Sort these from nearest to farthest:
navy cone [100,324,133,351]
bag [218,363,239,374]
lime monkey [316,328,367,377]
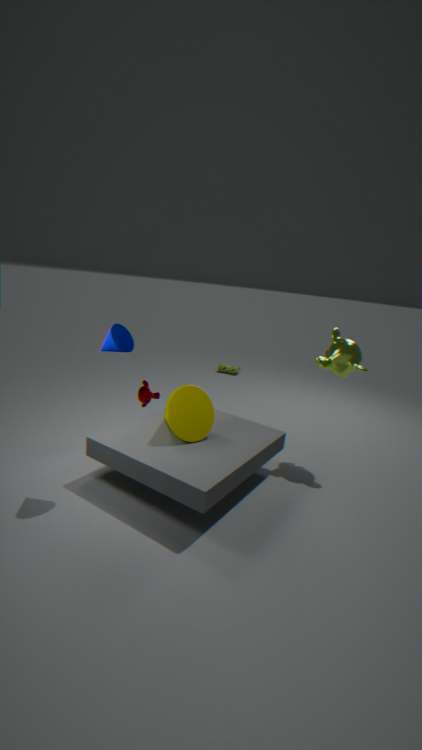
navy cone [100,324,133,351], lime monkey [316,328,367,377], bag [218,363,239,374]
